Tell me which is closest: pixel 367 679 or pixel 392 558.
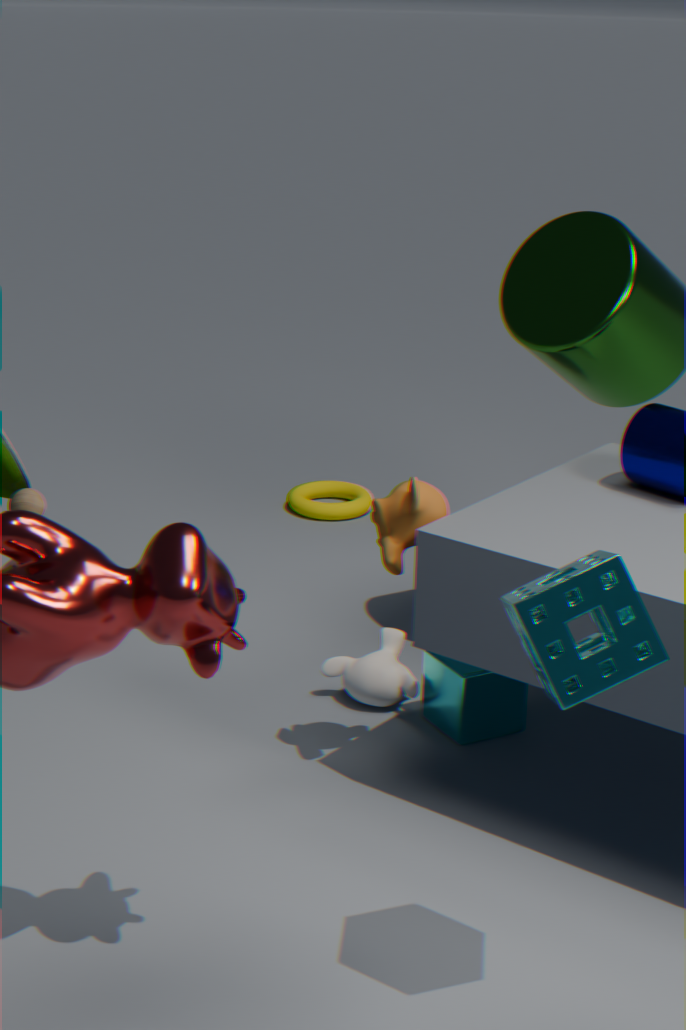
pixel 392 558
